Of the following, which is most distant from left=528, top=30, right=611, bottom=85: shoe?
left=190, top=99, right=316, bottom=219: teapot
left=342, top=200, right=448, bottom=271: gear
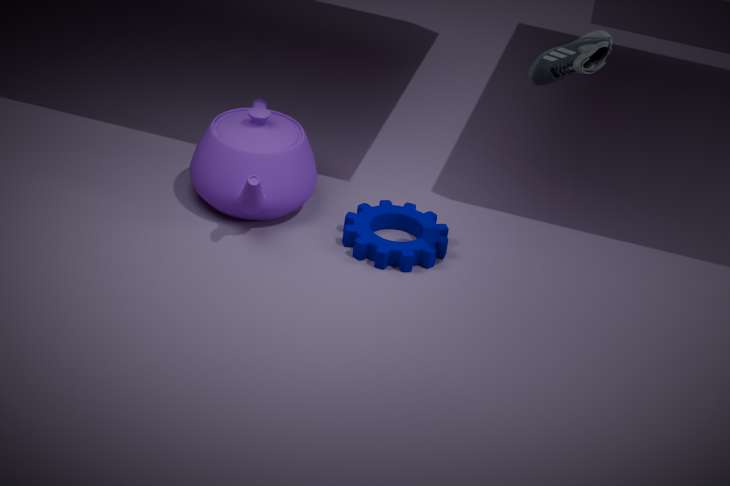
left=190, top=99, right=316, bottom=219: teapot
